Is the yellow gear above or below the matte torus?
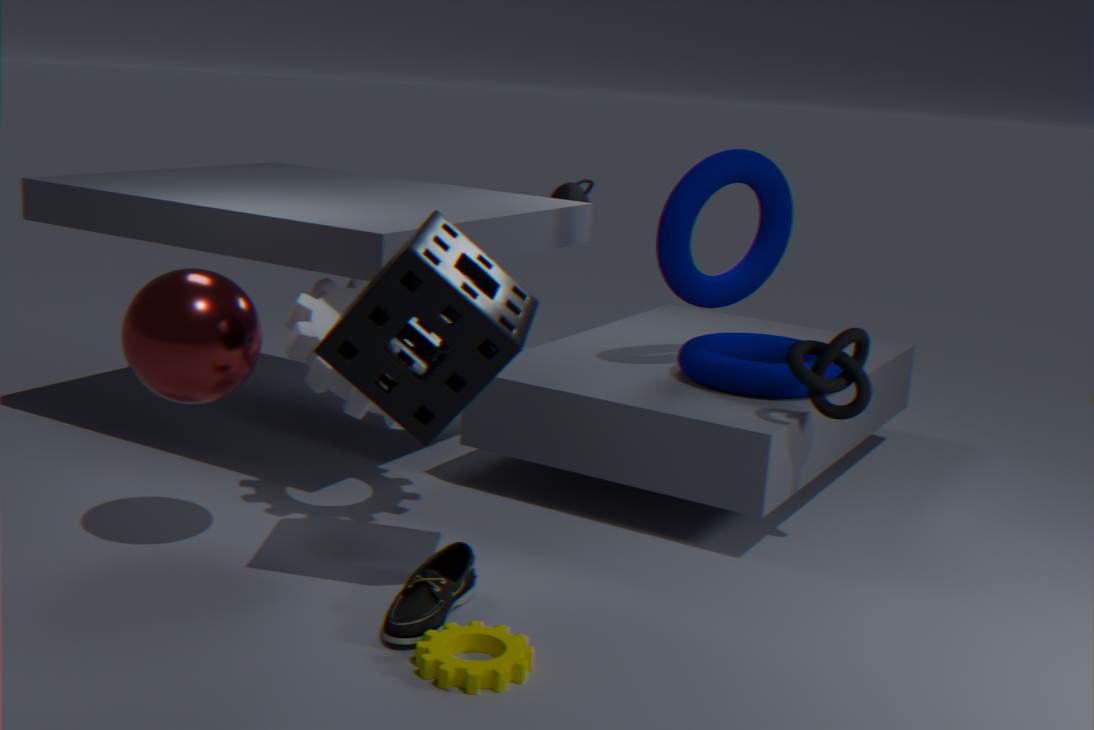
below
